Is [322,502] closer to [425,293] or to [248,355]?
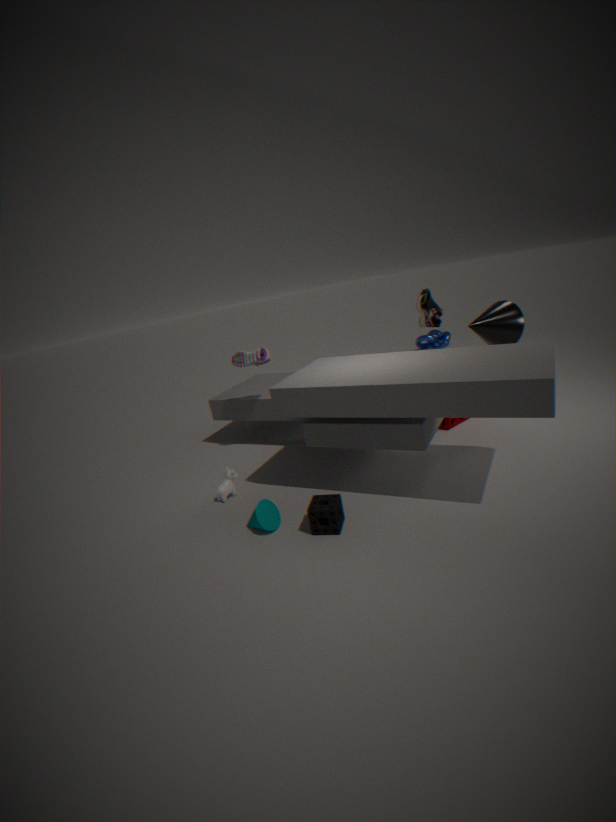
[248,355]
